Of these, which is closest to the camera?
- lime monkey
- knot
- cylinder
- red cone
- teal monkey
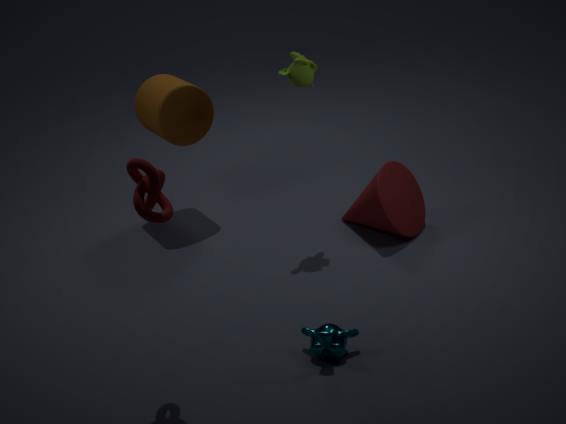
knot
